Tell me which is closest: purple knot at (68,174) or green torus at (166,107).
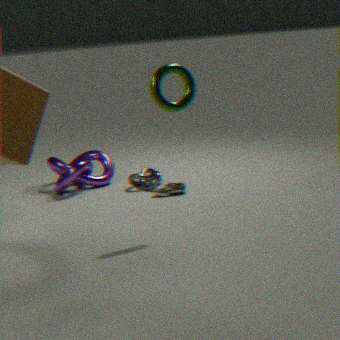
green torus at (166,107)
